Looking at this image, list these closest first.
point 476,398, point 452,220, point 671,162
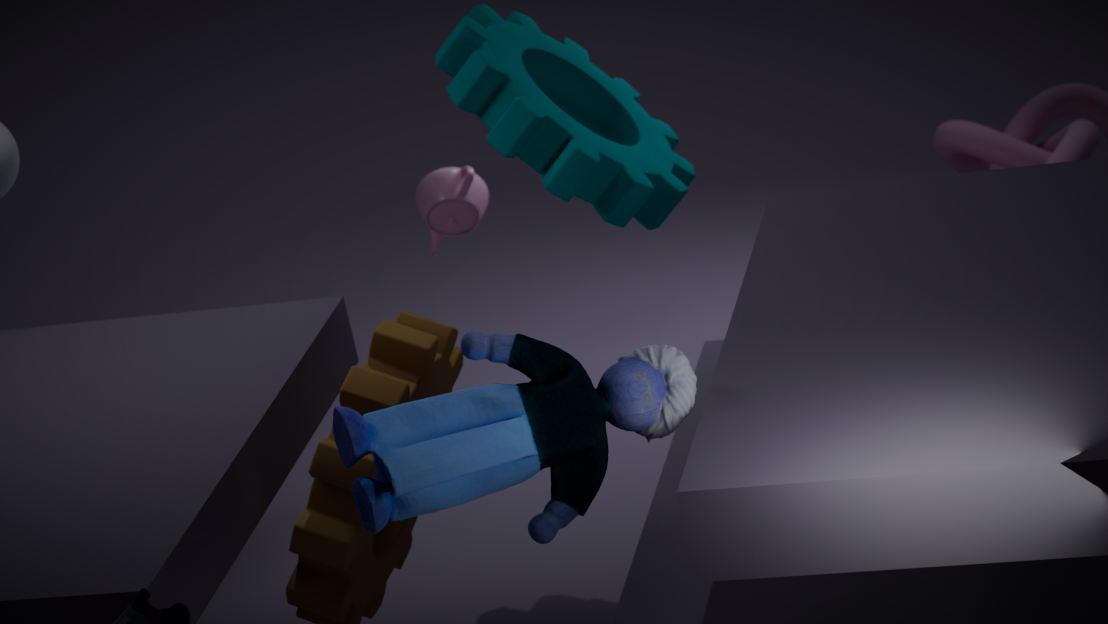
1. point 476,398
2. point 671,162
3. point 452,220
